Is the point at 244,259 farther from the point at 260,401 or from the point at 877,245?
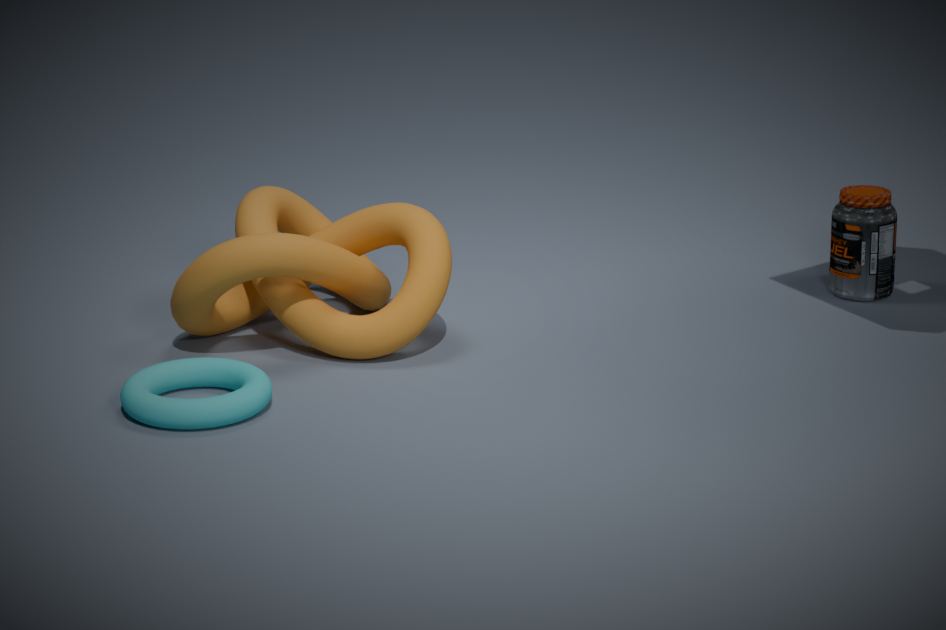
the point at 877,245
